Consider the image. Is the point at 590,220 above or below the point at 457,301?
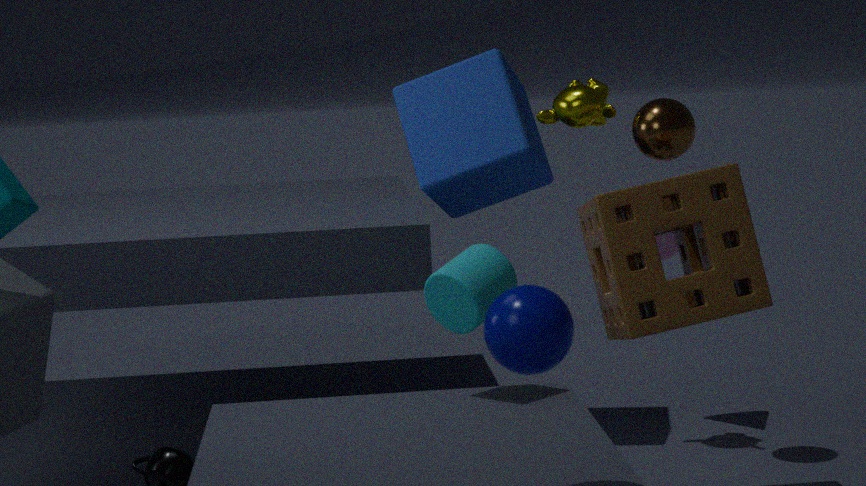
above
